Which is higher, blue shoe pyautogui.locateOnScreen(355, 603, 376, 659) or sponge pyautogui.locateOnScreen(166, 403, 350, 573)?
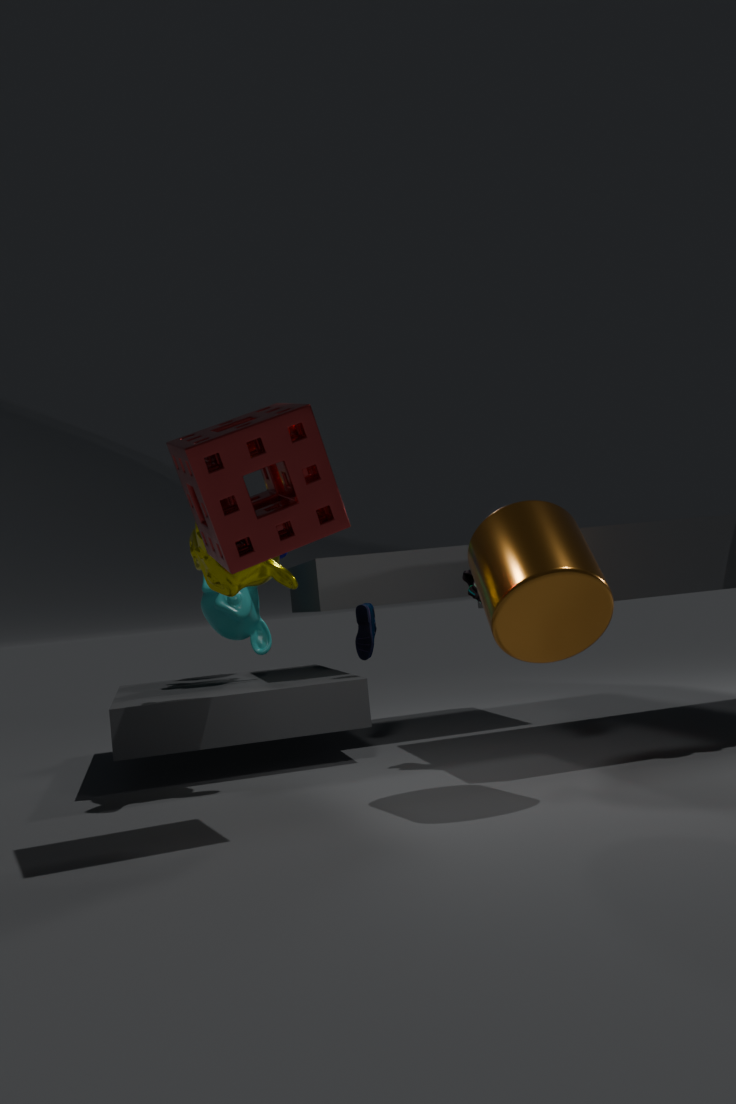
sponge pyautogui.locateOnScreen(166, 403, 350, 573)
